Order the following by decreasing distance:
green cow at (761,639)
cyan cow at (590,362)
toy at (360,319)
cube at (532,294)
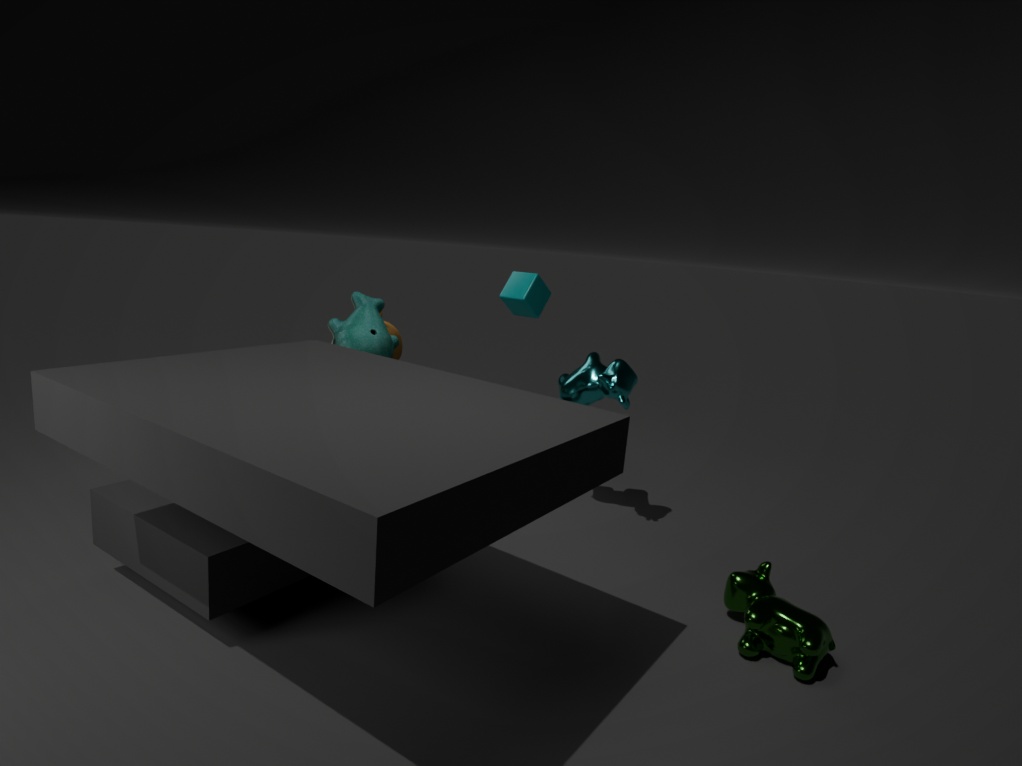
cube at (532,294) < cyan cow at (590,362) < toy at (360,319) < green cow at (761,639)
